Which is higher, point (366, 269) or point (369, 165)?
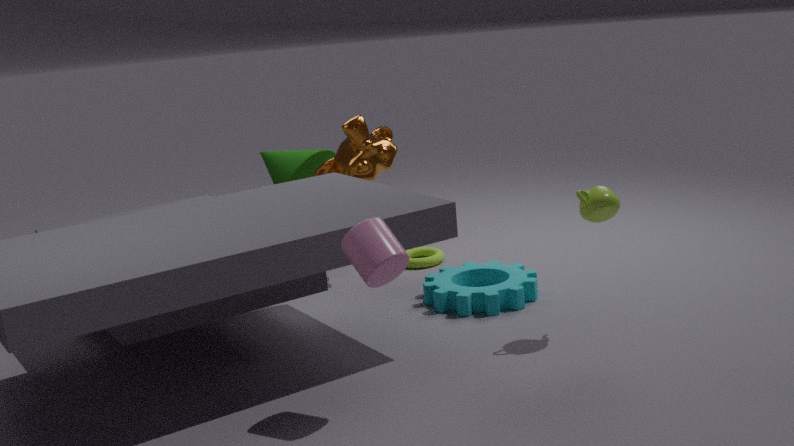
point (369, 165)
